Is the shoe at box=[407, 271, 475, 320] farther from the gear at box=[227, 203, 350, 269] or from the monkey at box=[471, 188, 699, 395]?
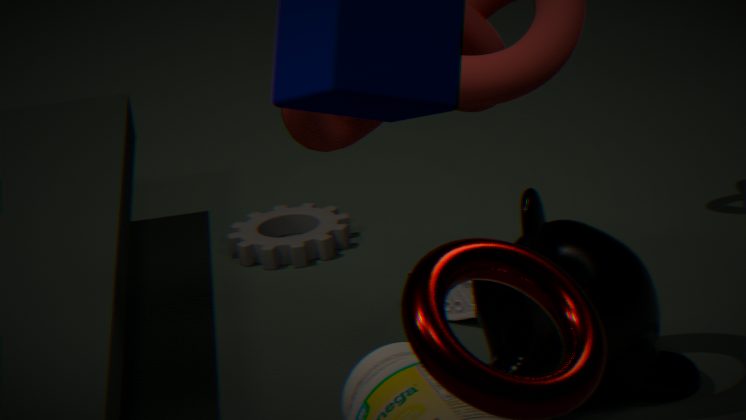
the gear at box=[227, 203, 350, 269]
